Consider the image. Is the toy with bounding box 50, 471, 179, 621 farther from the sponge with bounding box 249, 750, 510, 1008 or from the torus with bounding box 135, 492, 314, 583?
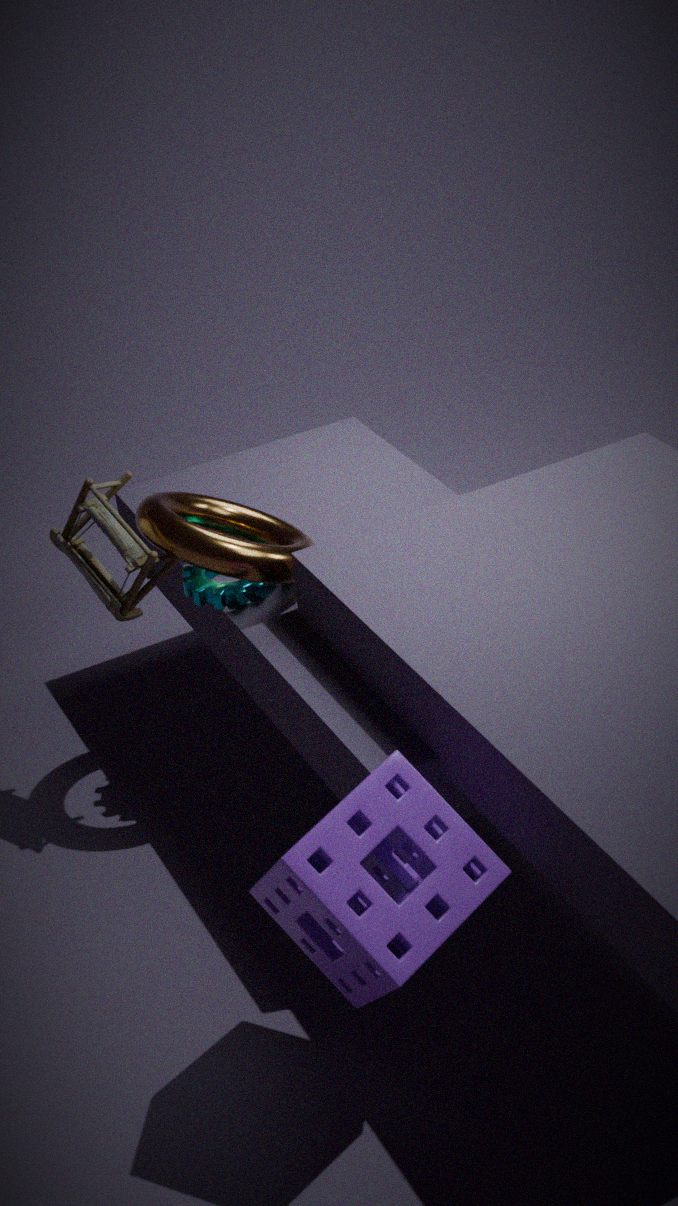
the sponge with bounding box 249, 750, 510, 1008
